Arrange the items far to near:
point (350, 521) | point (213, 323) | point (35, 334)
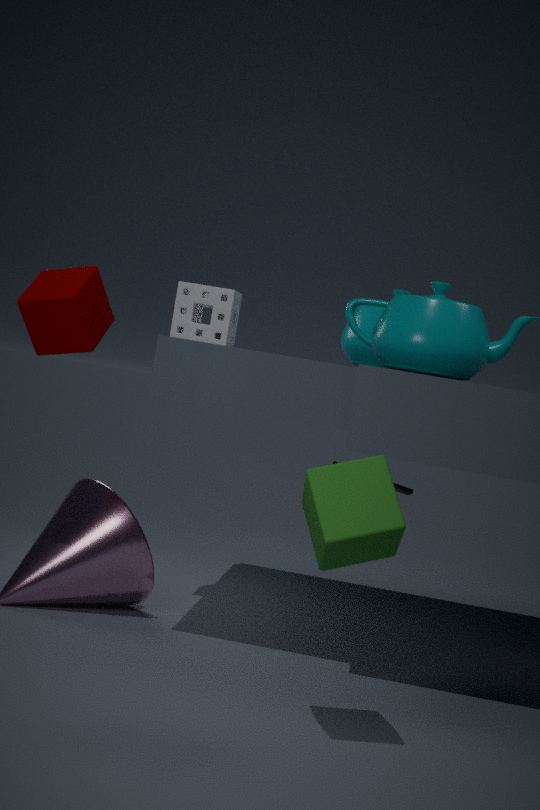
point (213, 323) < point (35, 334) < point (350, 521)
